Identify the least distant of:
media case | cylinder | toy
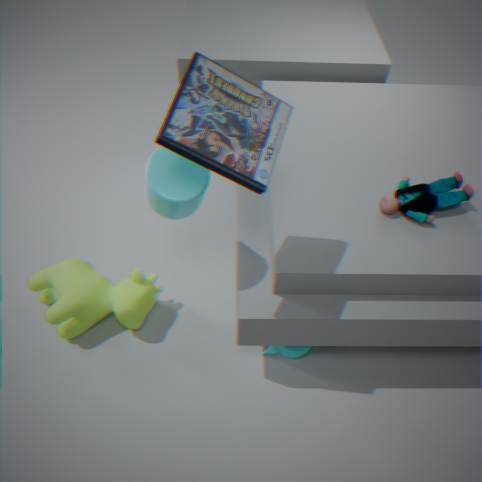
media case
